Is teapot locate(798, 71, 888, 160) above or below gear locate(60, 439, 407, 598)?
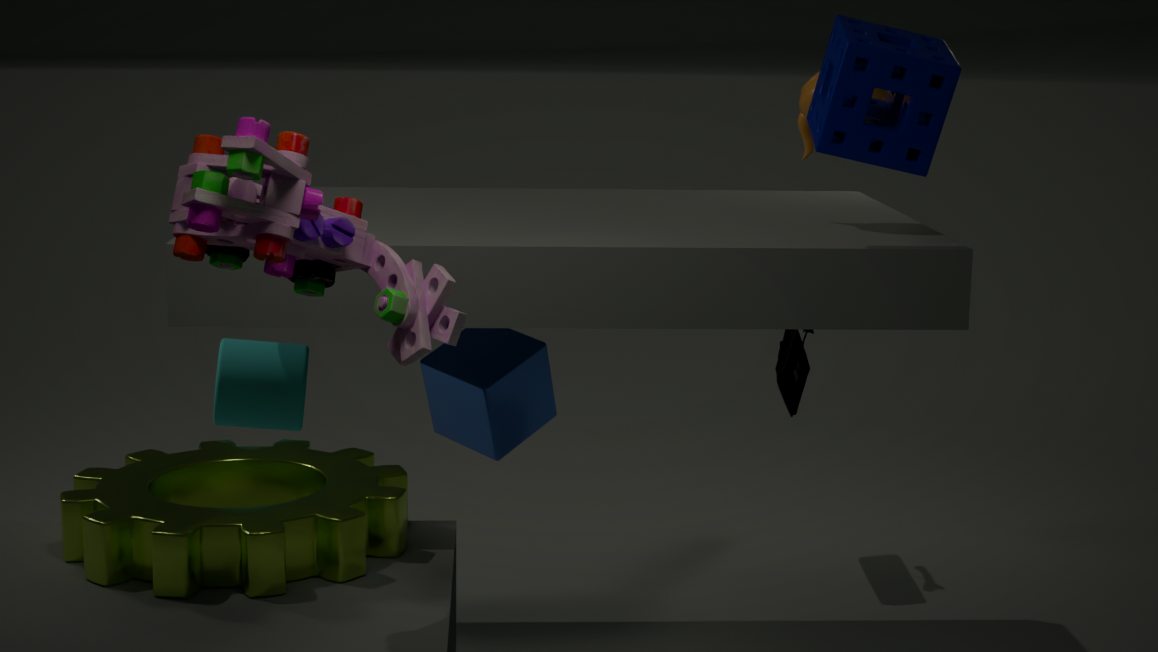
above
